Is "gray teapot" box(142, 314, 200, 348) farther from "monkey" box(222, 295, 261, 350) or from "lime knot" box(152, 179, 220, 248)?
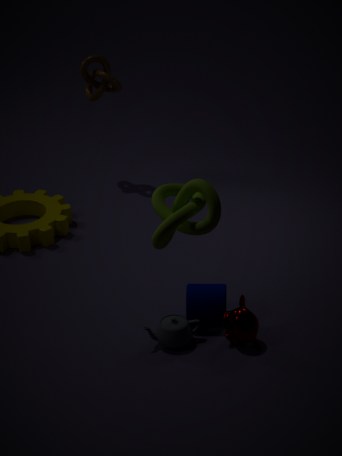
"lime knot" box(152, 179, 220, 248)
